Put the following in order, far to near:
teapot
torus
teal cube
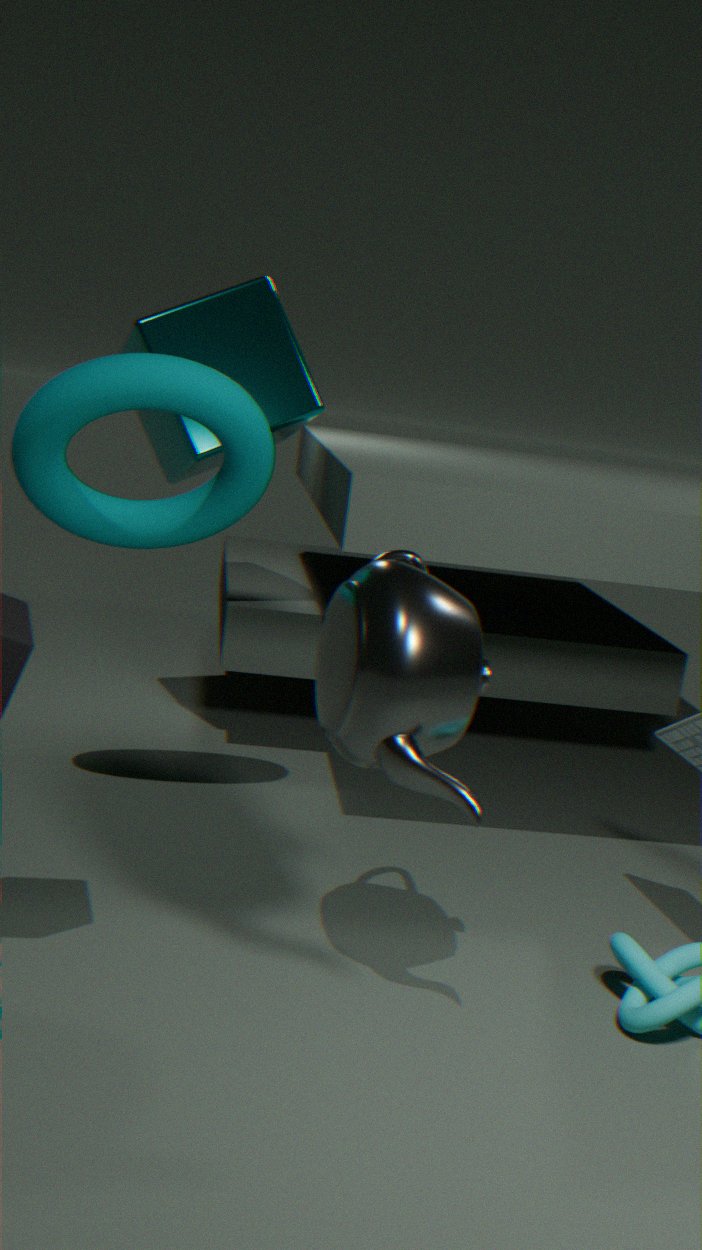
teal cube → torus → teapot
